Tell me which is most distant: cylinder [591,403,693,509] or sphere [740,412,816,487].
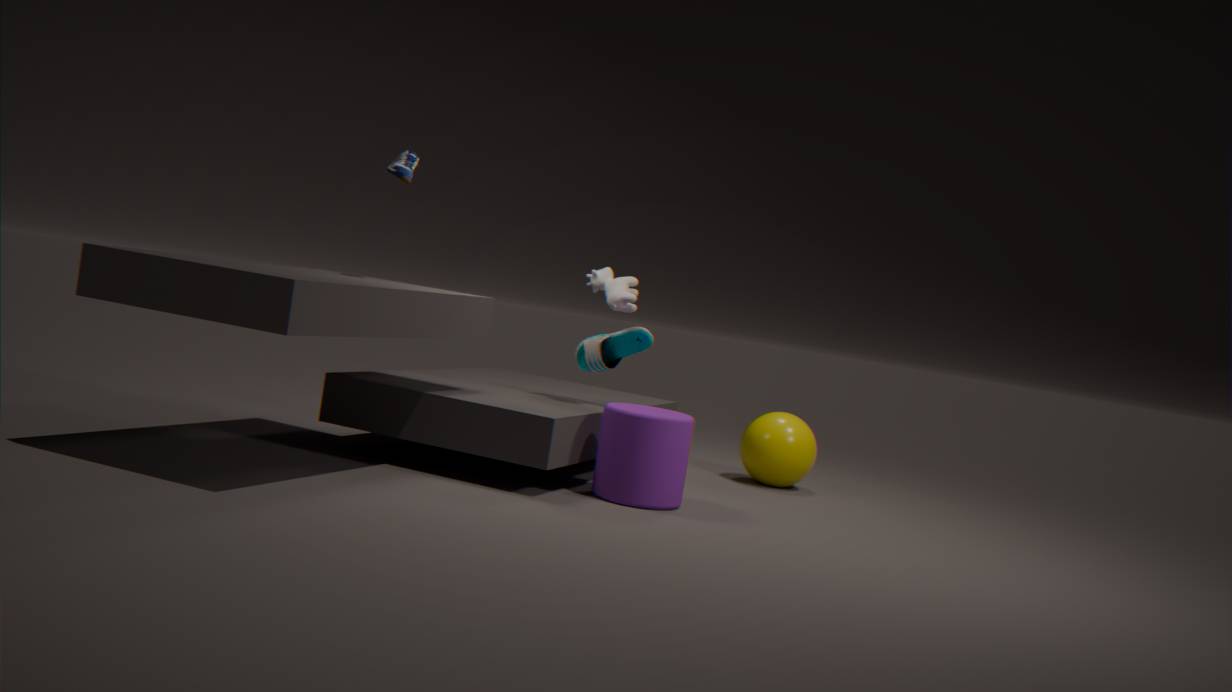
sphere [740,412,816,487]
